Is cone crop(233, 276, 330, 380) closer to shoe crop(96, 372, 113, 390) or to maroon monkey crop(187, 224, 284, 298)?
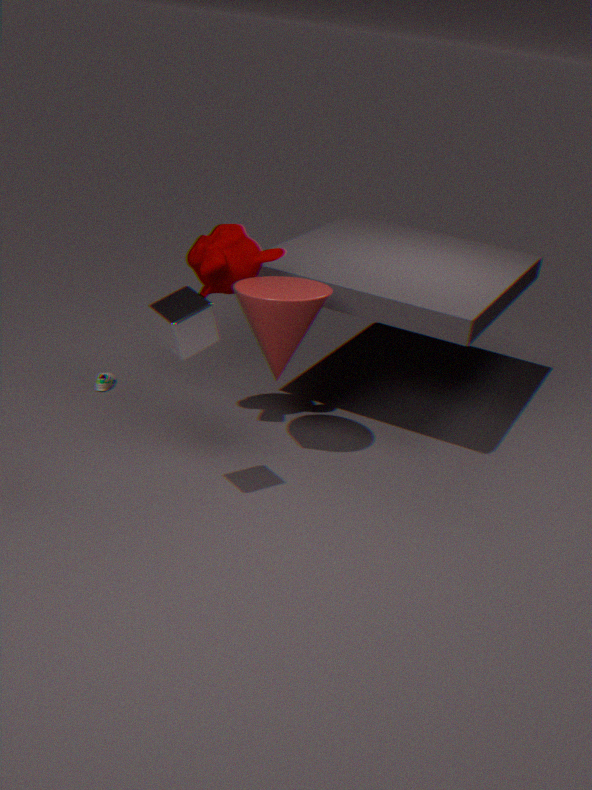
maroon monkey crop(187, 224, 284, 298)
